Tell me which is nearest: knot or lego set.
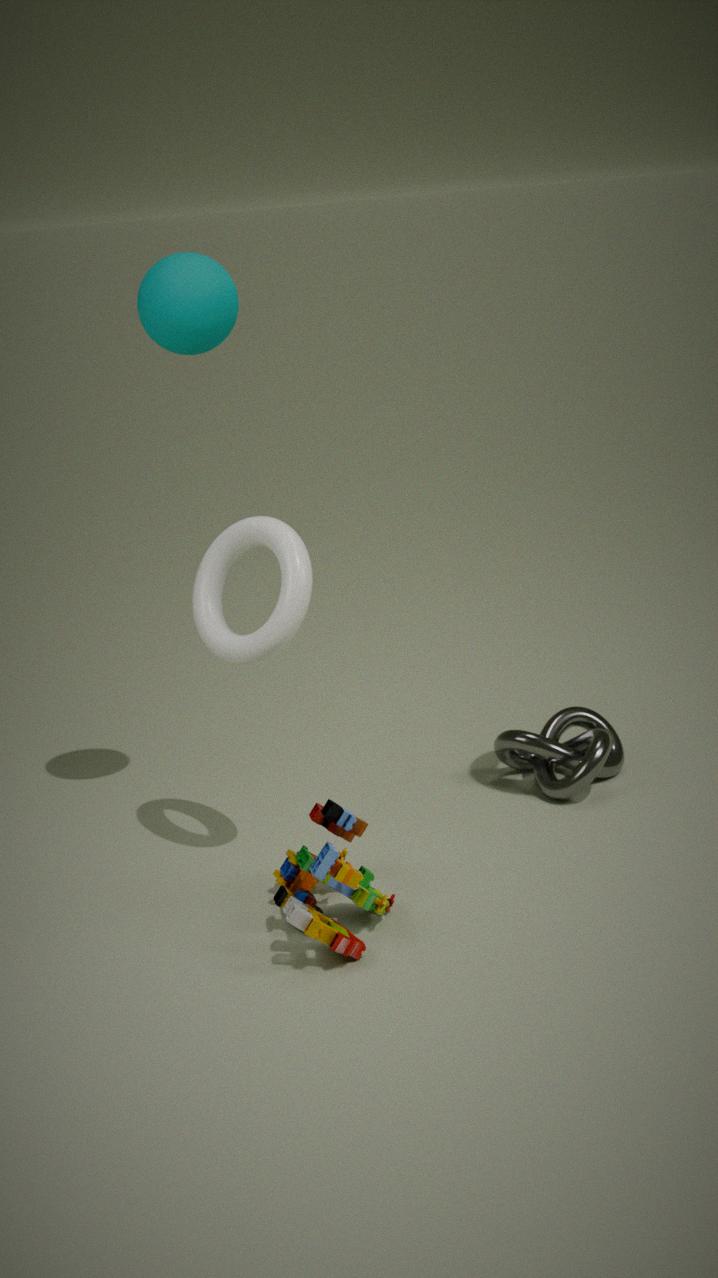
lego set
